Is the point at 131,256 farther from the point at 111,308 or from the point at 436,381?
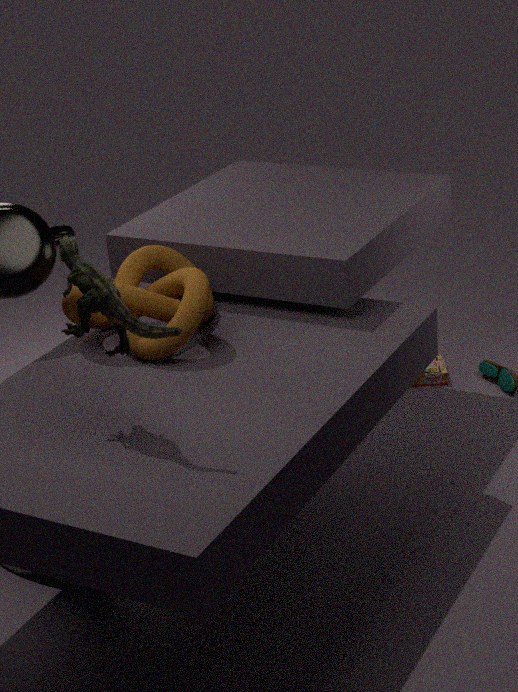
the point at 436,381
